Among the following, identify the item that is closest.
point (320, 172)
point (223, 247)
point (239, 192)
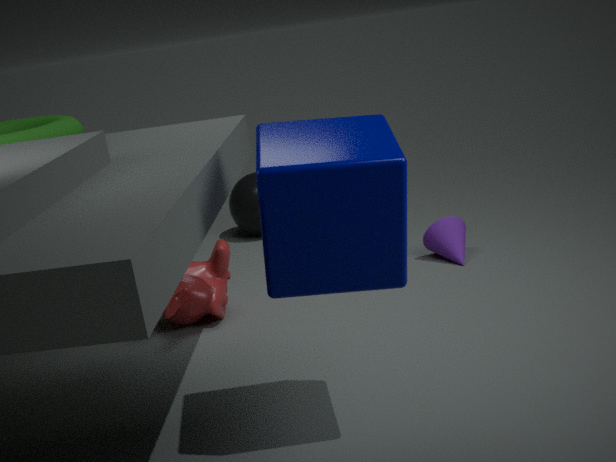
point (320, 172)
